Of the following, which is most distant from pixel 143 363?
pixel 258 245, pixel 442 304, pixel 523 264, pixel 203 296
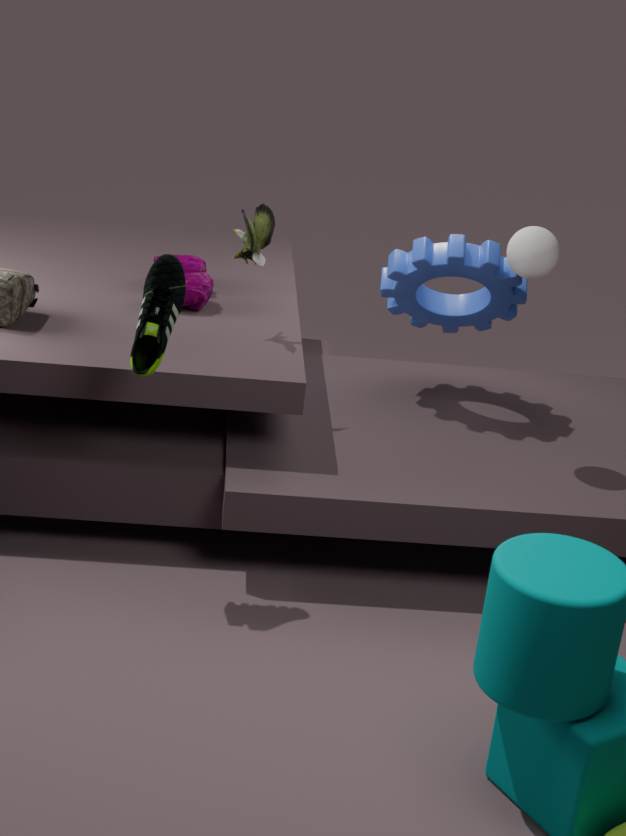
pixel 442 304
